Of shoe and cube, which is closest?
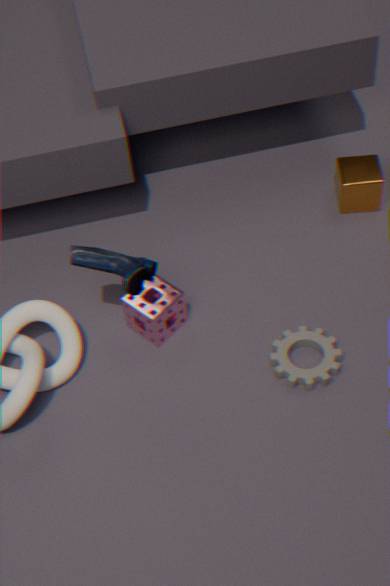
shoe
